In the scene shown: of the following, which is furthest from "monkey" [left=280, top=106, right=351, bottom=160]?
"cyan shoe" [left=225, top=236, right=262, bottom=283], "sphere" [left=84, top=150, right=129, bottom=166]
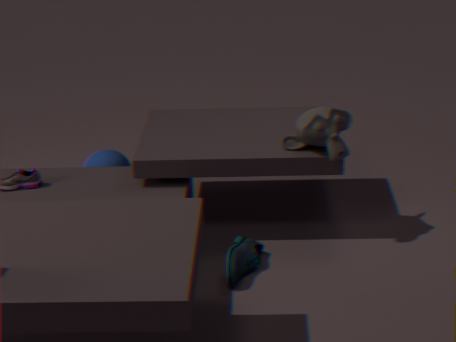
"sphere" [left=84, top=150, right=129, bottom=166]
